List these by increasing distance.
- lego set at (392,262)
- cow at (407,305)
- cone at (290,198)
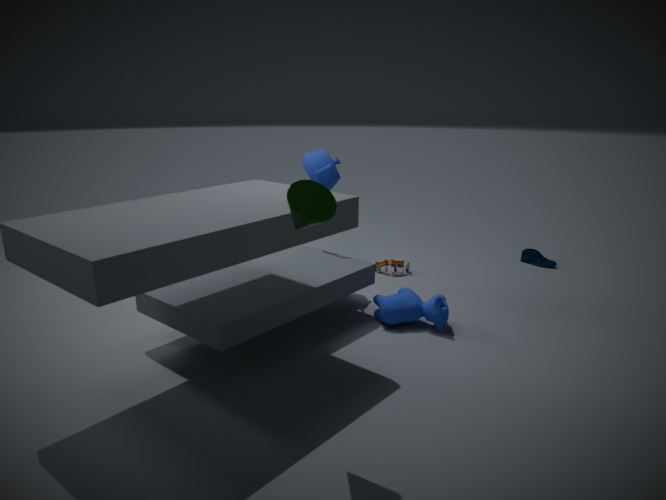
1. cone at (290,198)
2. cow at (407,305)
3. lego set at (392,262)
